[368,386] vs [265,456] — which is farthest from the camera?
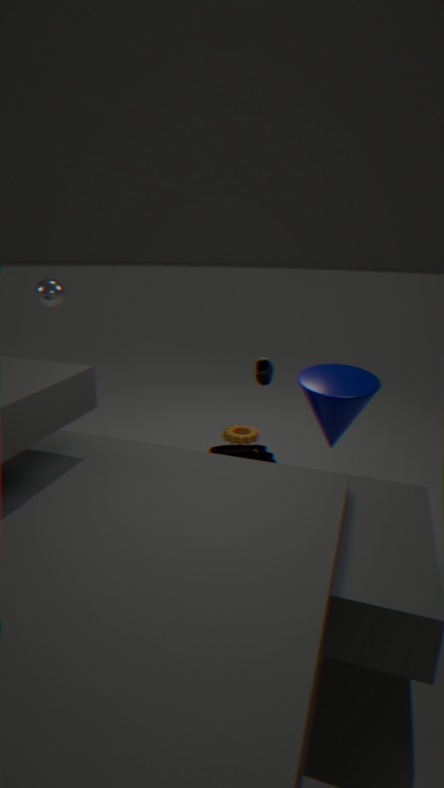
[265,456]
